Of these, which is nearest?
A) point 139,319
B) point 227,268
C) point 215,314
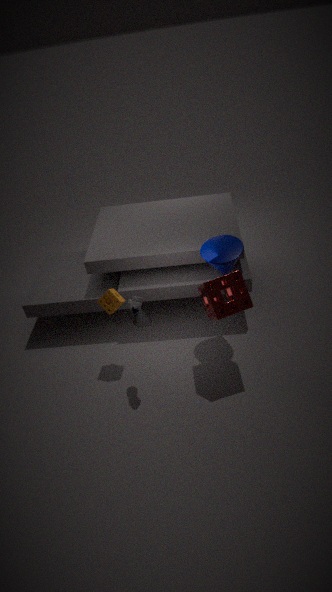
point 215,314
